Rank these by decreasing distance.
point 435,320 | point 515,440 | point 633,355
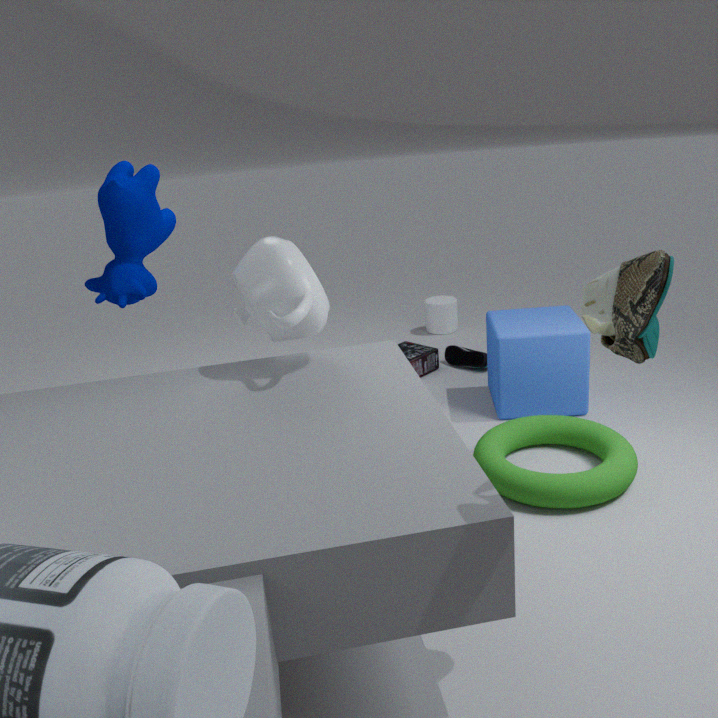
point 435,320
point 515,440
point 633,355
